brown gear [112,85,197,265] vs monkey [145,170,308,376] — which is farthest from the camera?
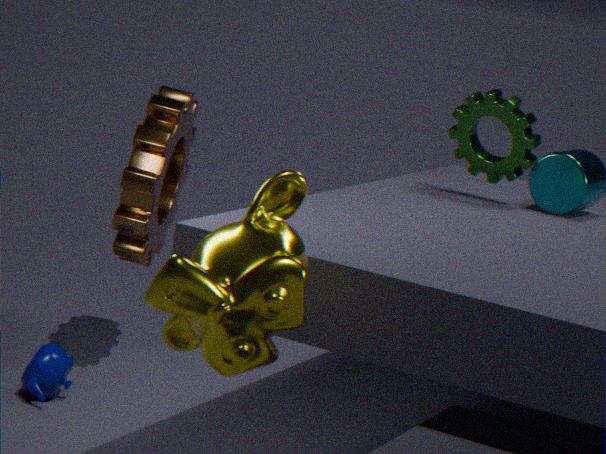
brown gear [112,85,197,265]
